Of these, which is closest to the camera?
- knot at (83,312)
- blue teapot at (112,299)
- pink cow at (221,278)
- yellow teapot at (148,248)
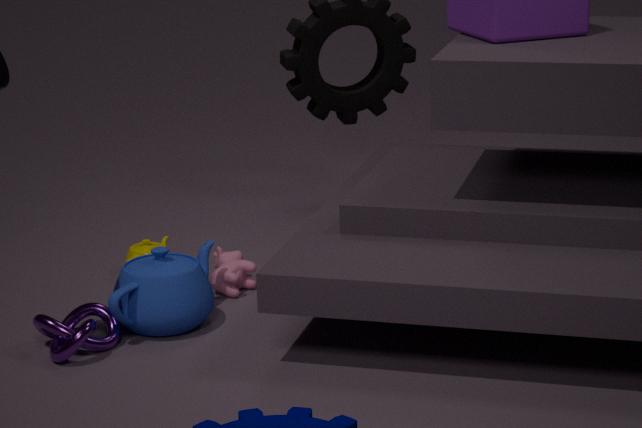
knot at (83,312)
